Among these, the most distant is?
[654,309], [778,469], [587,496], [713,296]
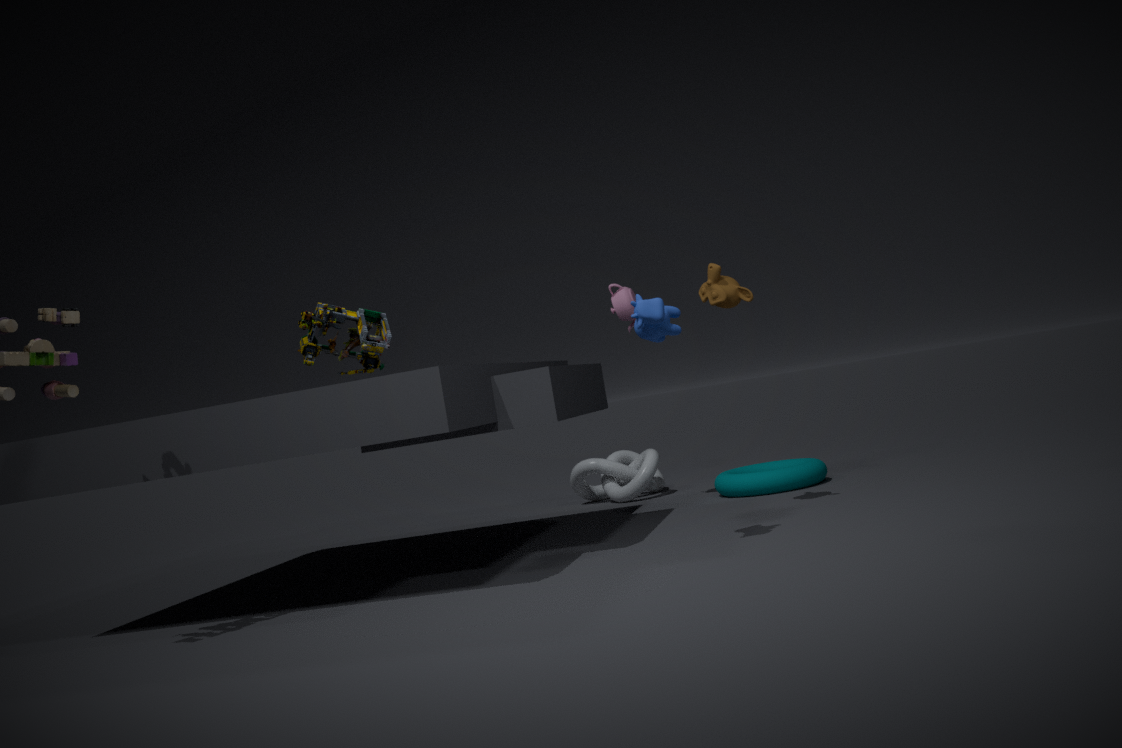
[587,496]
